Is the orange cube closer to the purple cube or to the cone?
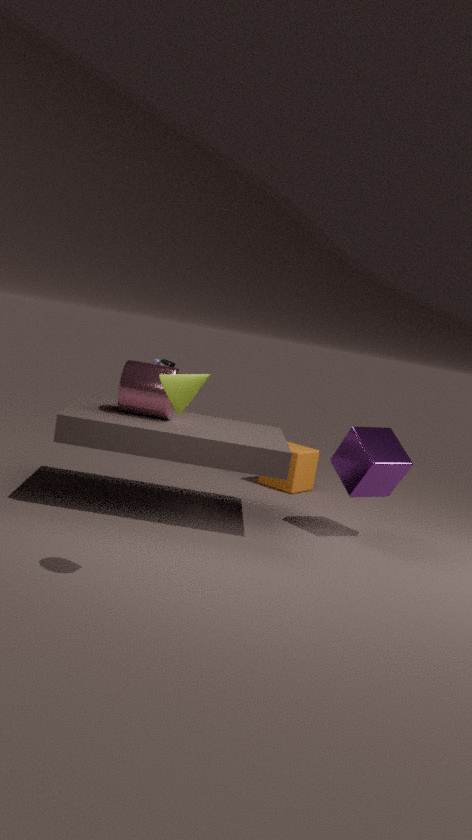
the purple cube
